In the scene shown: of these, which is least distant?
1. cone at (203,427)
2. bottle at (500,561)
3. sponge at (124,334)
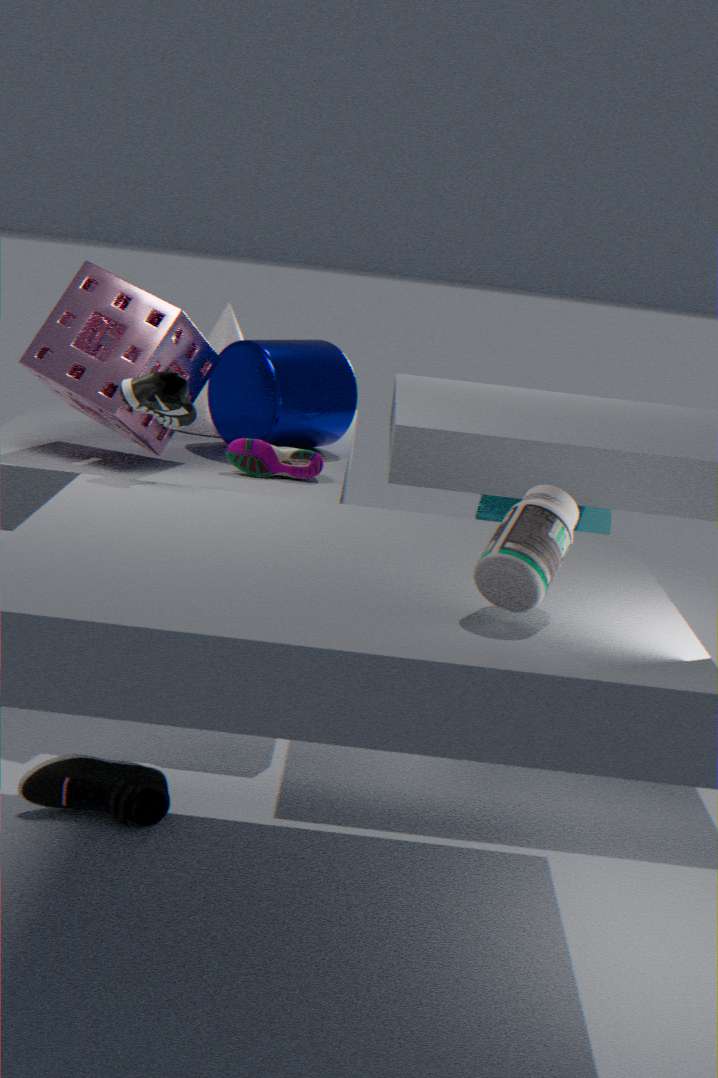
bottle at (500,561)
